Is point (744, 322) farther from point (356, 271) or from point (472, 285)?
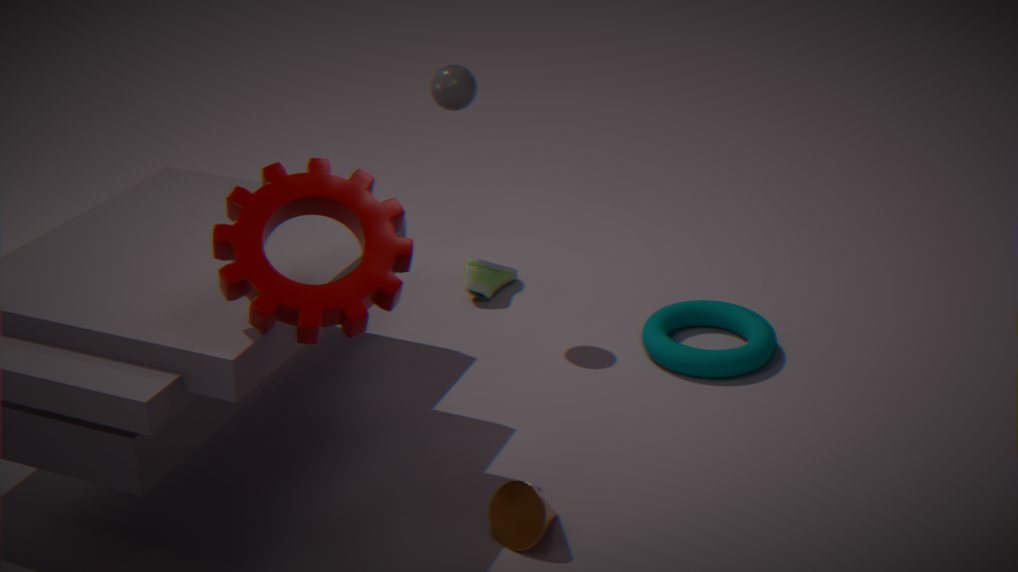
point (356, 271)
